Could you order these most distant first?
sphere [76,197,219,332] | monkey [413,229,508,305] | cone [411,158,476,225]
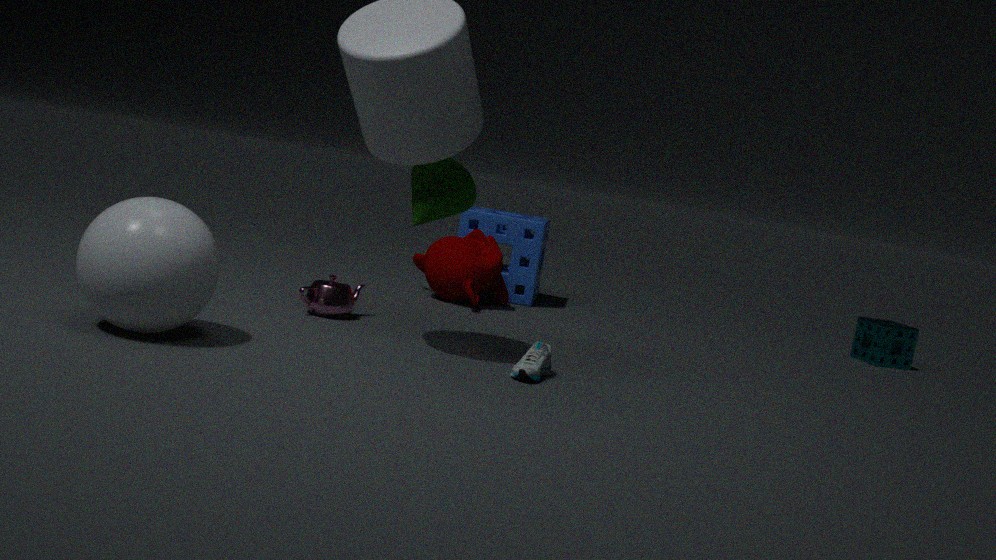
1. monkey [413,229,508,305]
2. cone [411,158,476,225]
3. sphere [76,197,219,332]
